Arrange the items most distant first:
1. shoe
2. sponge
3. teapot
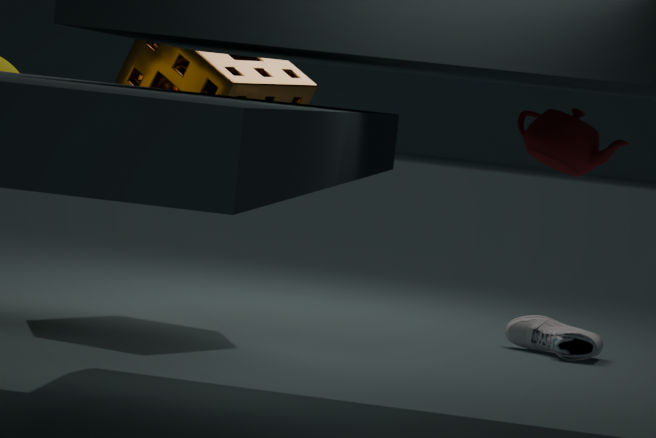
1. shoe
2. sponge
3. teapot
